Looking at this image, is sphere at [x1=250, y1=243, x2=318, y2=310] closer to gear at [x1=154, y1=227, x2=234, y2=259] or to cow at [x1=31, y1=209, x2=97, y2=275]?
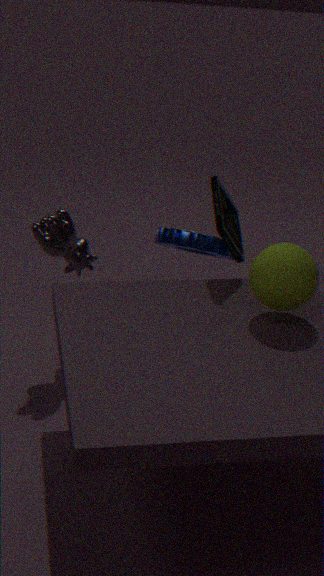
gear at [x1=154, y1=227, x2=234, y2=259]
